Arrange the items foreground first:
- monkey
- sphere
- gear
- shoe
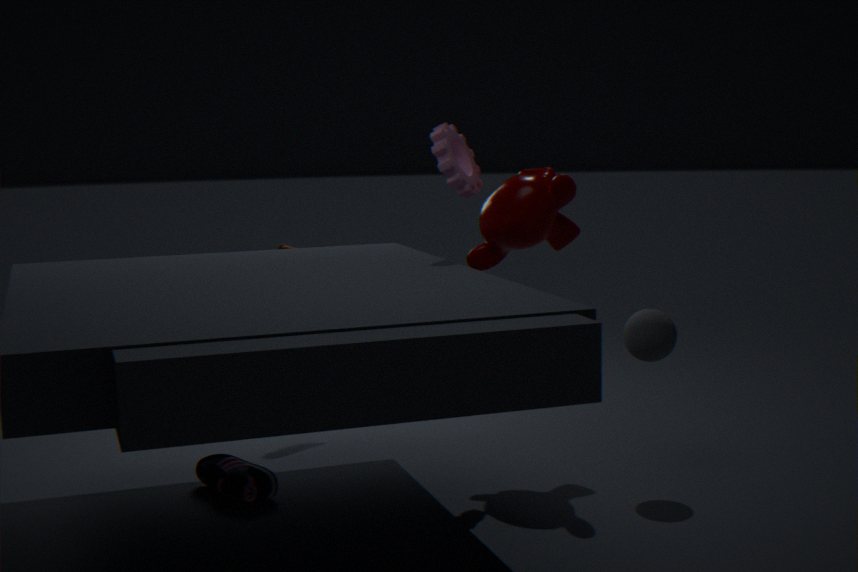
shoe → sphere → gear → monkey
